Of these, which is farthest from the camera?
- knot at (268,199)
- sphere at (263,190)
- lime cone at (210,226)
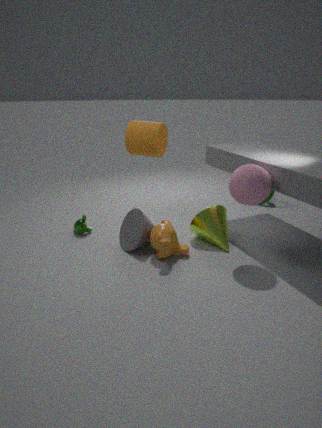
knot at (268,199)
